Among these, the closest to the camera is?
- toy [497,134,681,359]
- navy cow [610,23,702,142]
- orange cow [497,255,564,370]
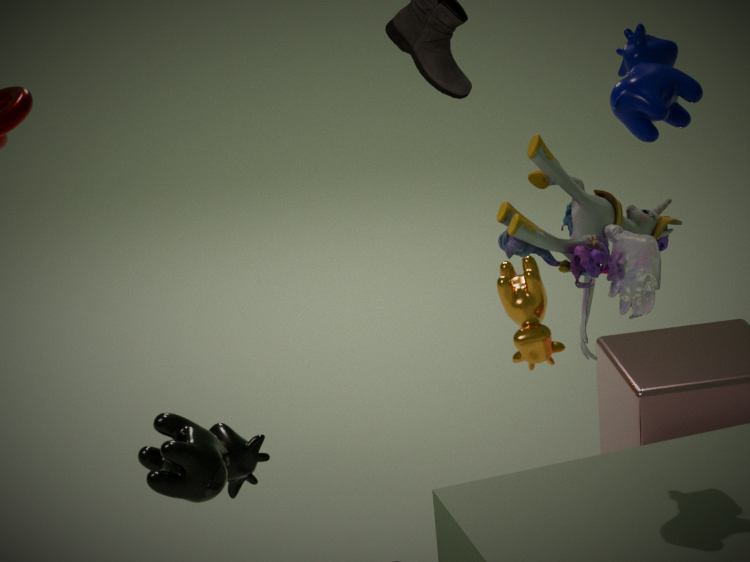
toy [497,134,681,359]
